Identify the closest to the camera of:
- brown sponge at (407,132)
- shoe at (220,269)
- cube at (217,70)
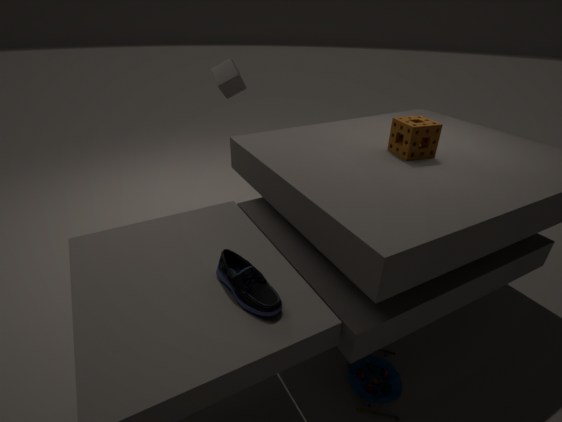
shoe at (220,269)
